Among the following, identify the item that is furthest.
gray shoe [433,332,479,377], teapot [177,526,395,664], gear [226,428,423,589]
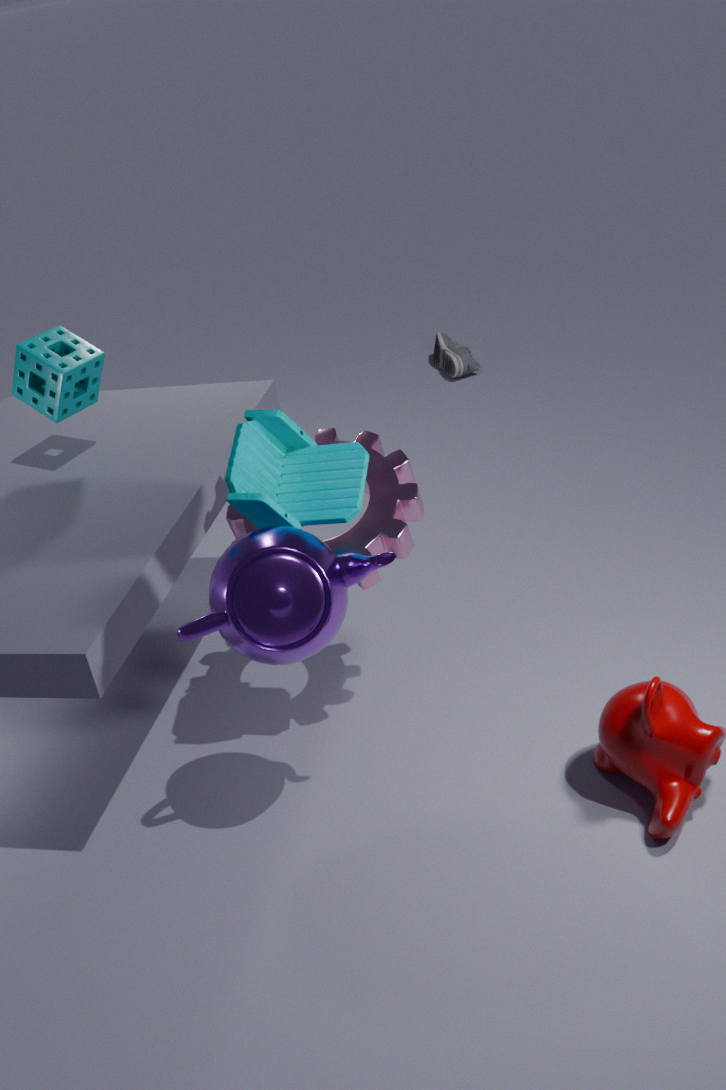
gray shoe [433,332,479,377]
